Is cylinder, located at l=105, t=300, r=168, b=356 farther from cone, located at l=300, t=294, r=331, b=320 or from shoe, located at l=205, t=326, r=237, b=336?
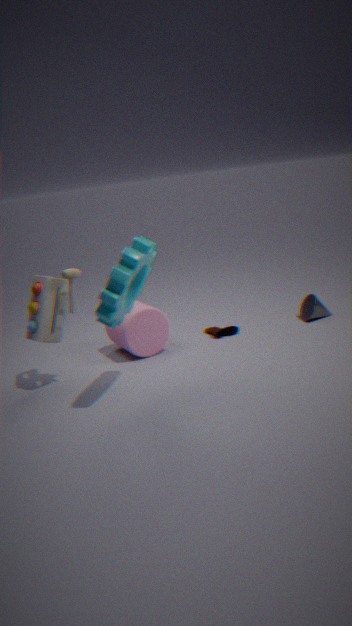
cone, located at l=300, t=294, r=331, b=320
